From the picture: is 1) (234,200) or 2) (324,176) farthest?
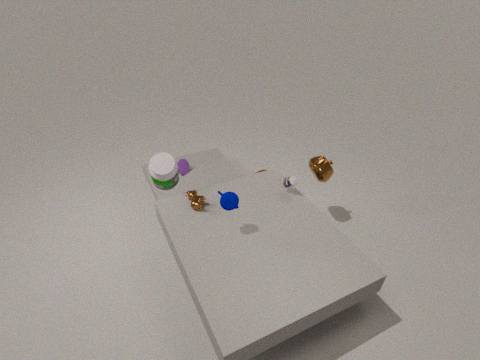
2. (324,176)
